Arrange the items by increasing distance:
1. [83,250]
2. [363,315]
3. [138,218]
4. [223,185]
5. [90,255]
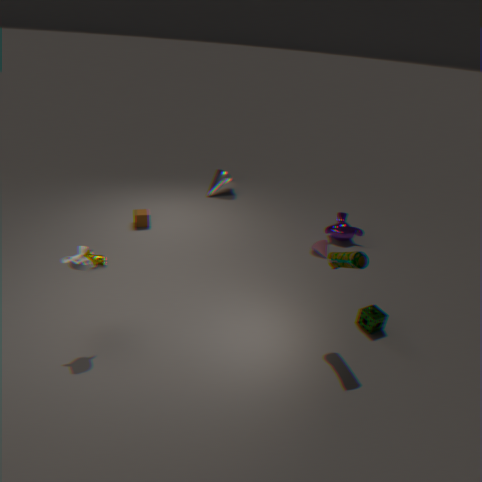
1. [83,250]
2. [363,315]
3. [90,255]
4. [138,218]
5. [223,185]
